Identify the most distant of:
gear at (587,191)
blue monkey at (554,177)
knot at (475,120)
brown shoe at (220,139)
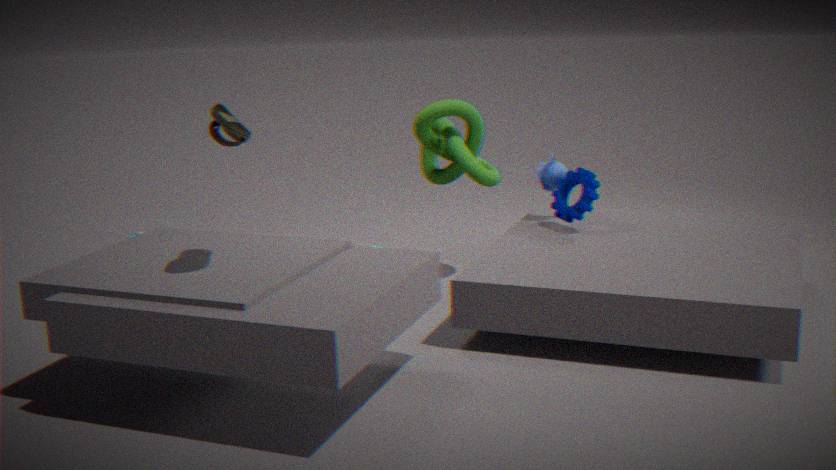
blue monkey at (554,177)
